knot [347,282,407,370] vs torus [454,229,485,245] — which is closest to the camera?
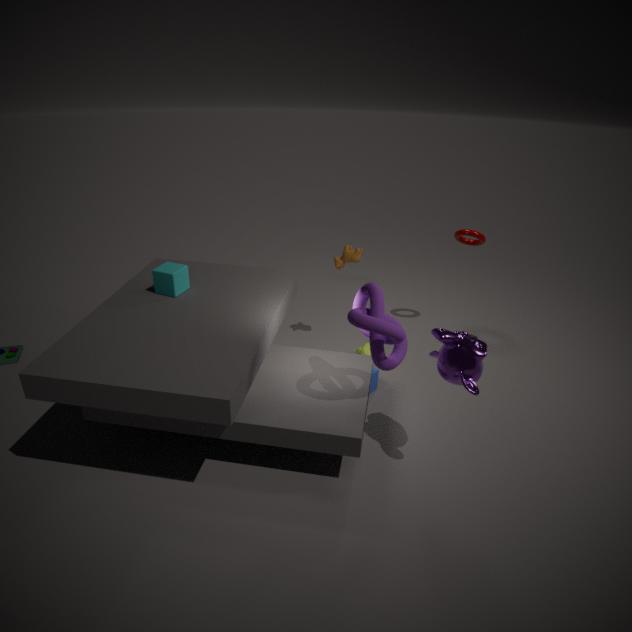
knot [347,282,407,370]
